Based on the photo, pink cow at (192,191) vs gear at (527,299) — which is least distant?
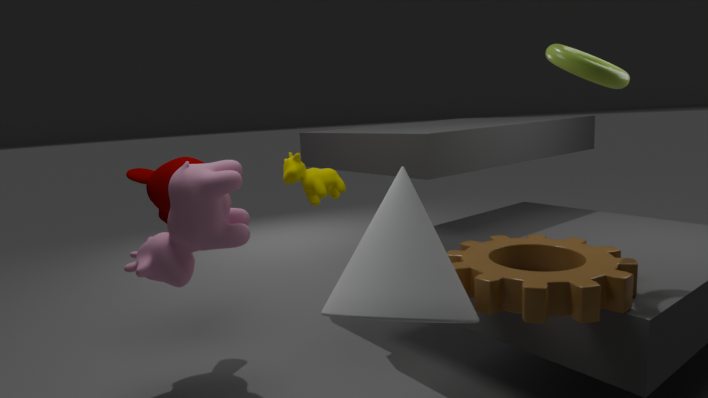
gear at (527,299)
